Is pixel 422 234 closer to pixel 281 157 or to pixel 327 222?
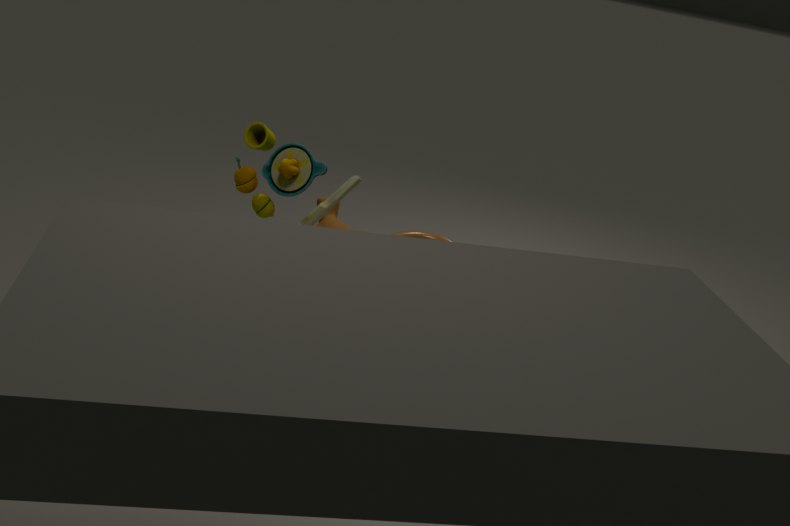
pixel 281 157
